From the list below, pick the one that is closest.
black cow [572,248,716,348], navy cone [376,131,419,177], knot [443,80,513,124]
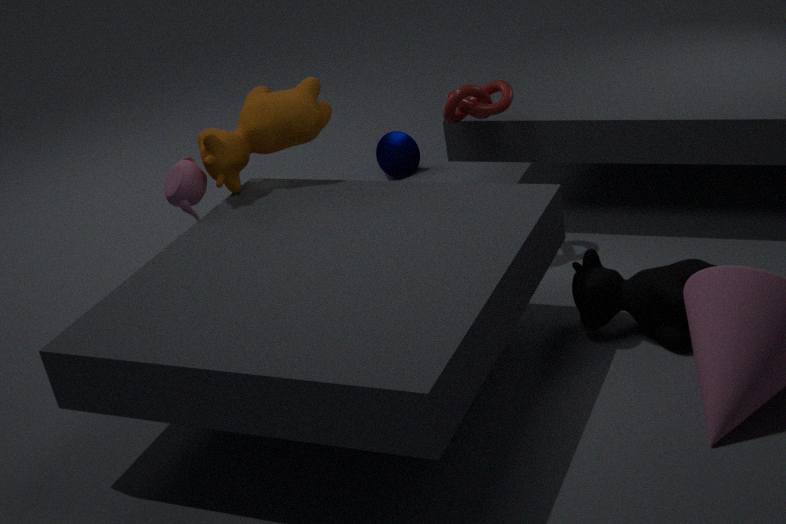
black cow [572,248,716,348]
